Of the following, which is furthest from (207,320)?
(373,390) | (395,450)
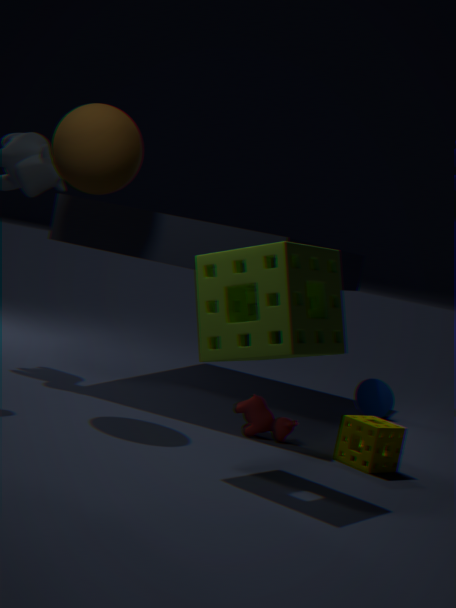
(373,390)
